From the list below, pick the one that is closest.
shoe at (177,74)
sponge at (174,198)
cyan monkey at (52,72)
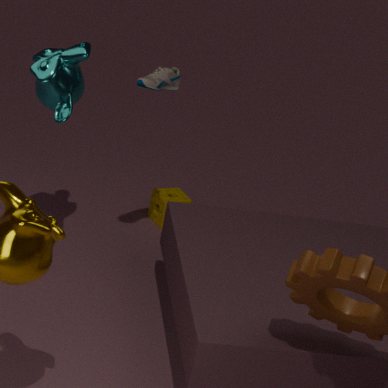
cyan monkey at (52,72)
